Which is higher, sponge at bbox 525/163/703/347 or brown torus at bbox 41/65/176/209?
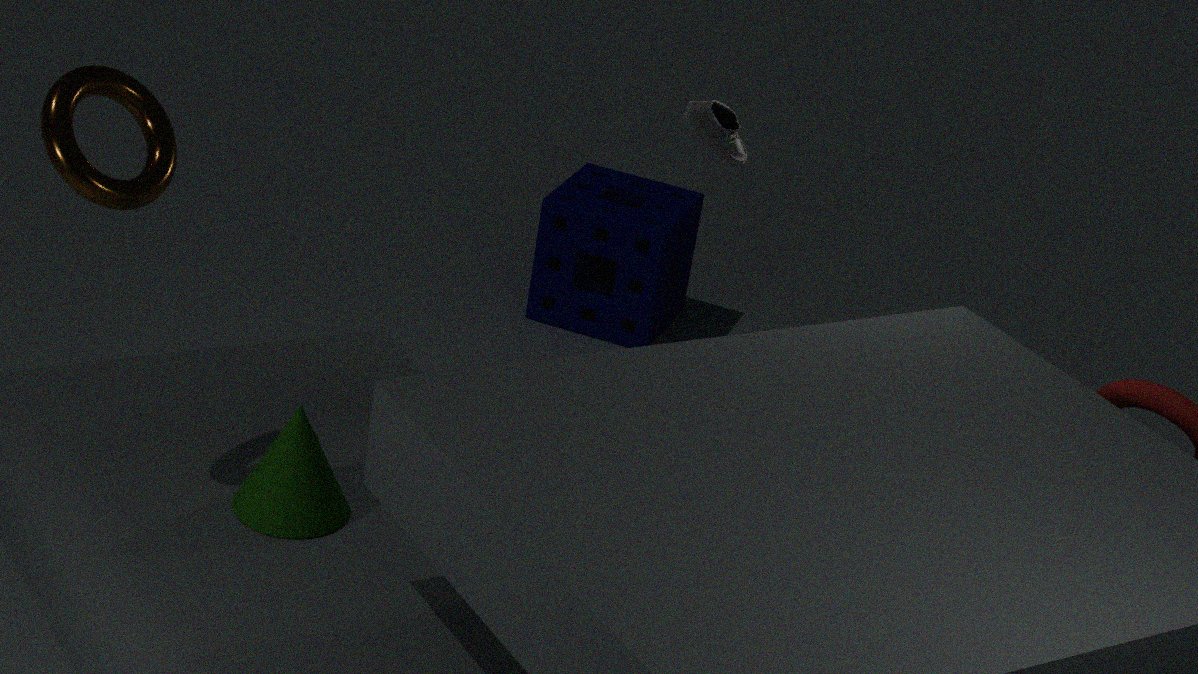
brown torus at bbox 41/65/176/209
